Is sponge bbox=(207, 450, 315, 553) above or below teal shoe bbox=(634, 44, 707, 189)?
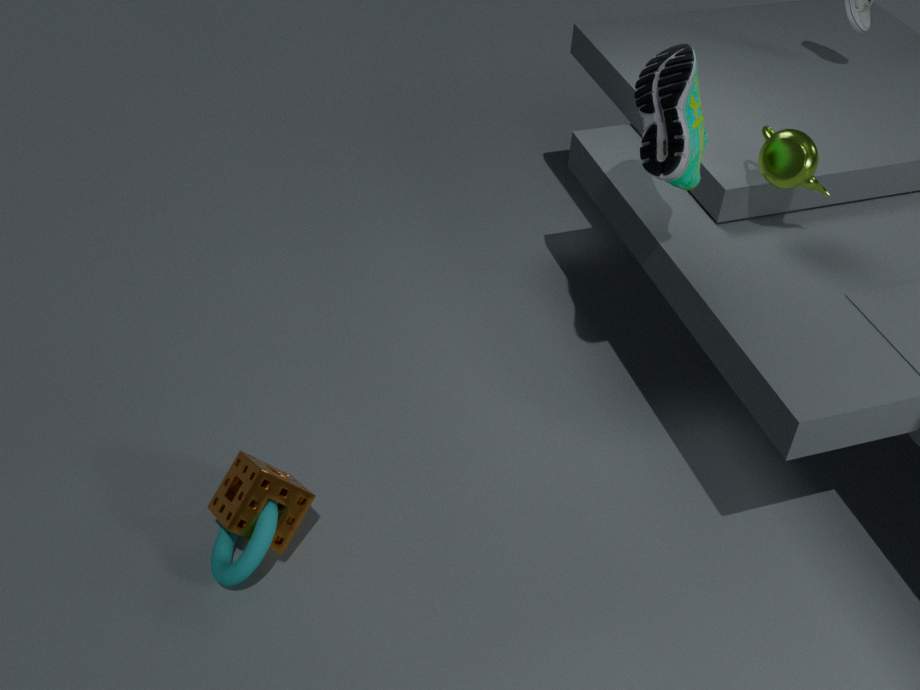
below
